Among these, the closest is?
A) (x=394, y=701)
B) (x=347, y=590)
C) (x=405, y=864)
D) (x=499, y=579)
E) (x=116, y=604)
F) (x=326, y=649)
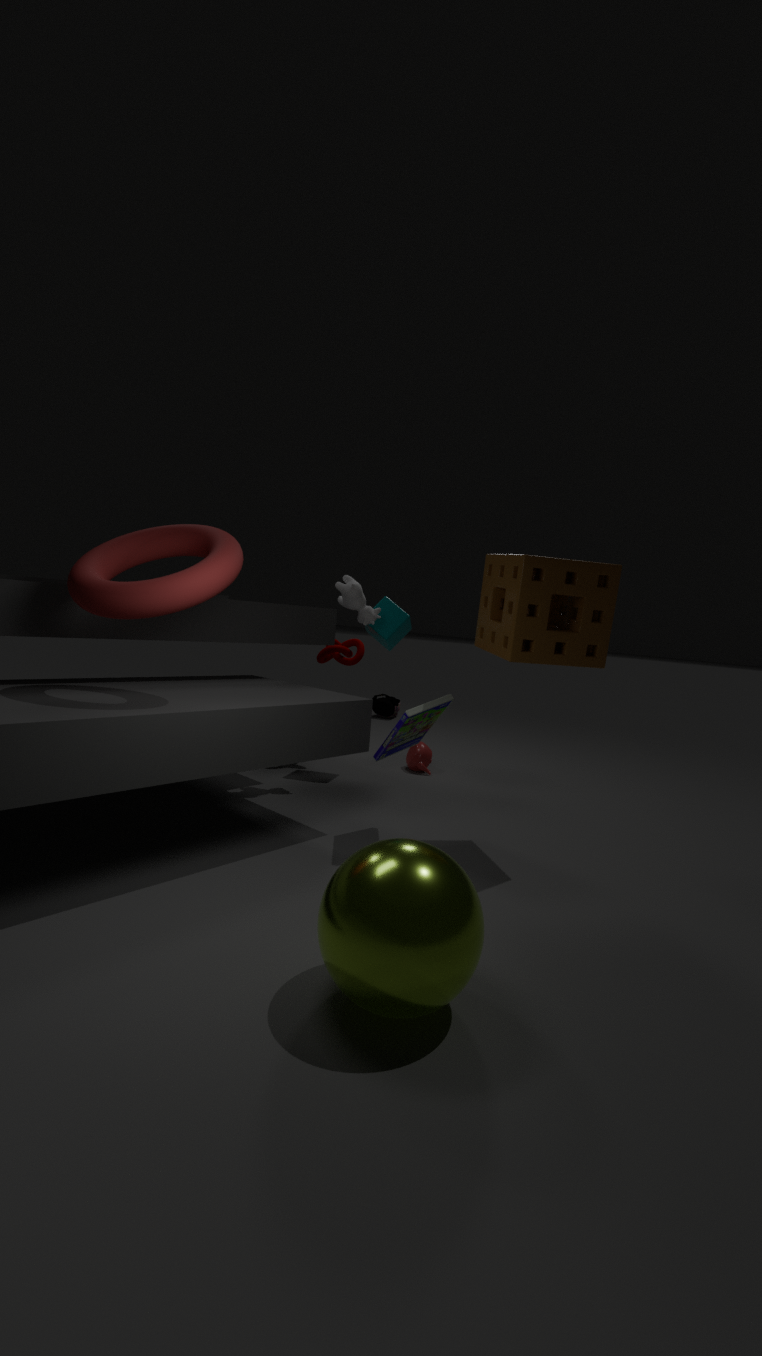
(x=405, y=864)
